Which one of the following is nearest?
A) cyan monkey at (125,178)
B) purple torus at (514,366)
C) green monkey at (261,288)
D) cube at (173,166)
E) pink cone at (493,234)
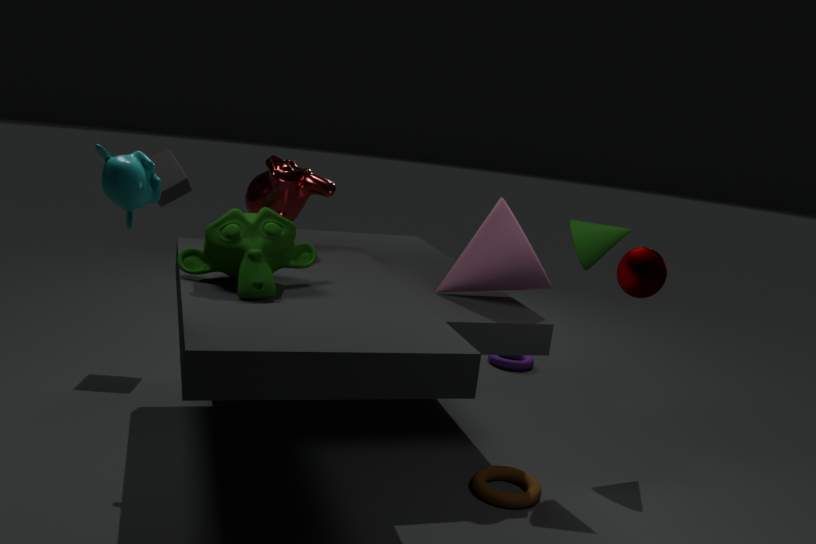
cyan monkey at (125,178)
